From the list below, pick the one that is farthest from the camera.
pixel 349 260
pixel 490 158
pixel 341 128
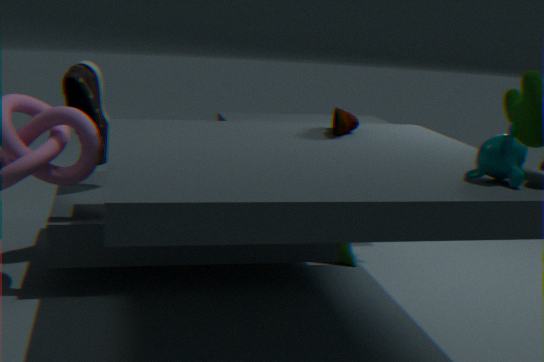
pixel 349 260
